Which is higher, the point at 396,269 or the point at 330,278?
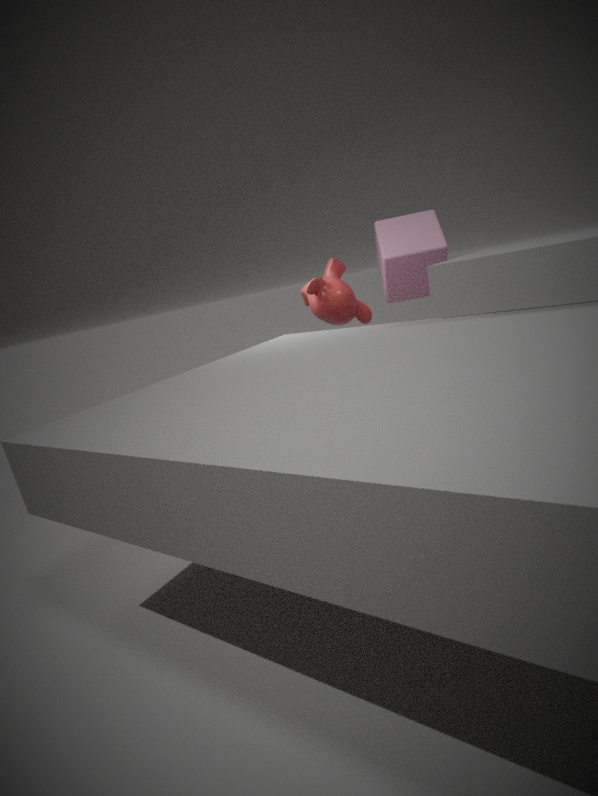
the point at 396,269
